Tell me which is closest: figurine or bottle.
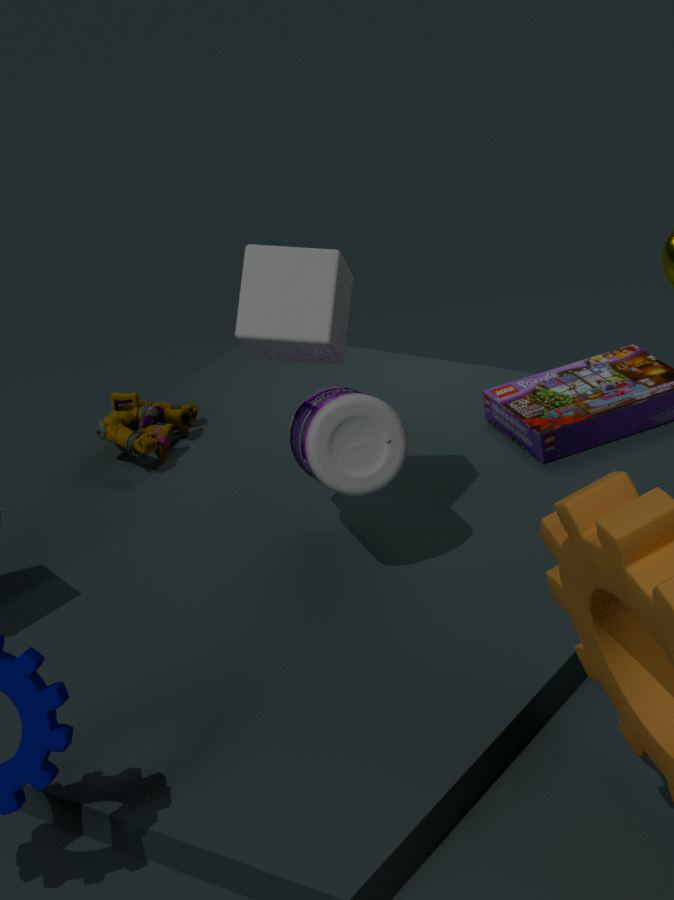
bottle
